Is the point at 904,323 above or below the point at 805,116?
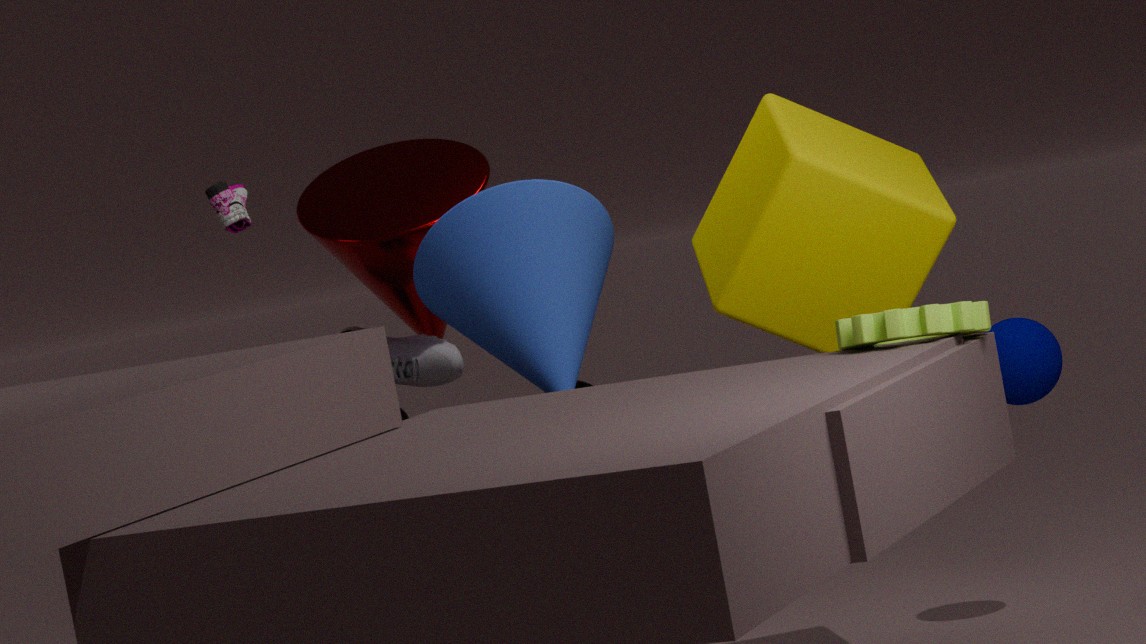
below
